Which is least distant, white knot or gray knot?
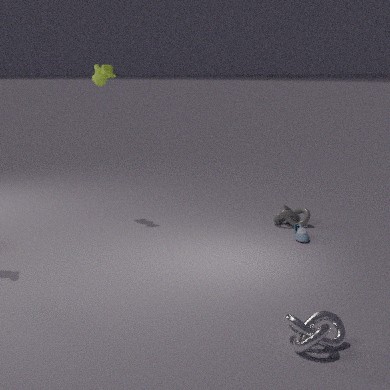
white knot
